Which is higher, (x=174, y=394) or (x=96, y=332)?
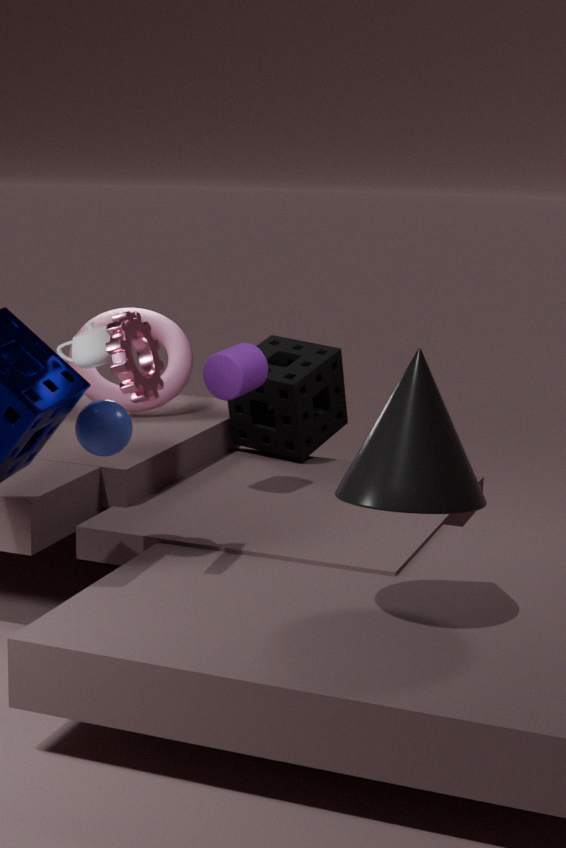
(x=96, y=332)
